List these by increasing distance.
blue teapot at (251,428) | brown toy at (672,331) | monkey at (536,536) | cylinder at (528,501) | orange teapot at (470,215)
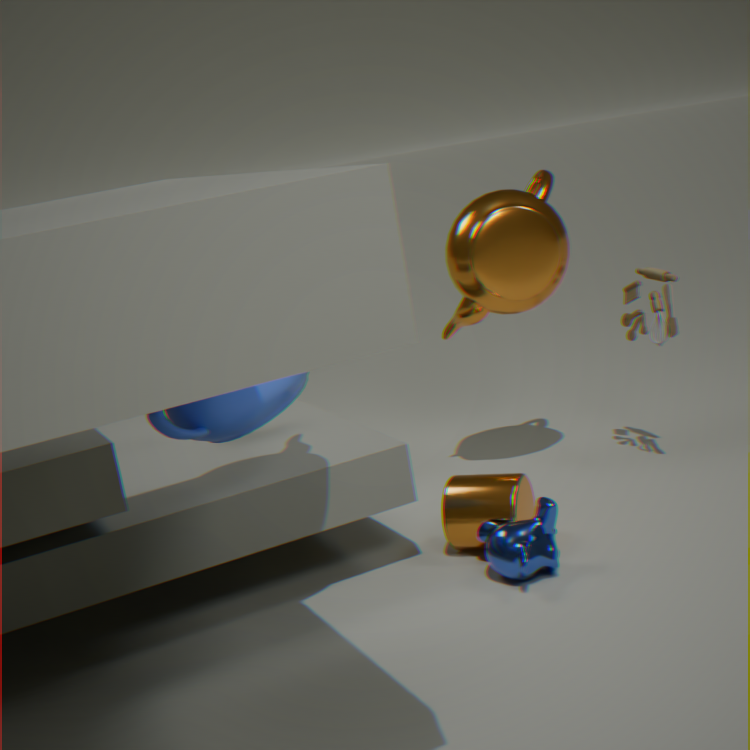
blue teapot at (251,428) → monkey at (536,536) → cylinder at (528,501) → brown toy at (672,331) → orange teapot at (470,215)
